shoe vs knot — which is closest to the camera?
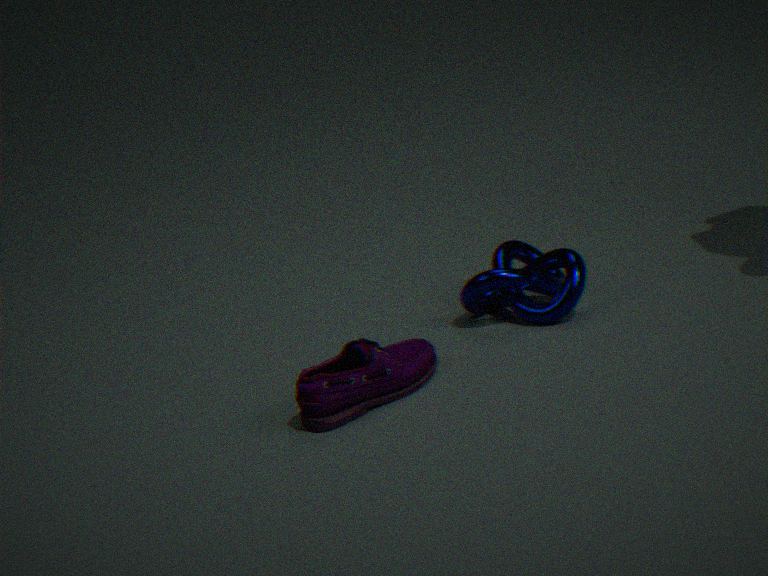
shoe
